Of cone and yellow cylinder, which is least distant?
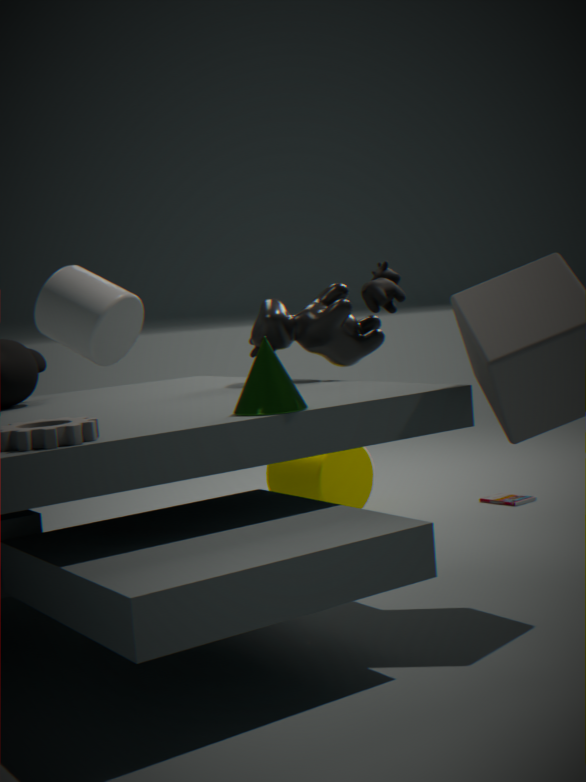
cone
